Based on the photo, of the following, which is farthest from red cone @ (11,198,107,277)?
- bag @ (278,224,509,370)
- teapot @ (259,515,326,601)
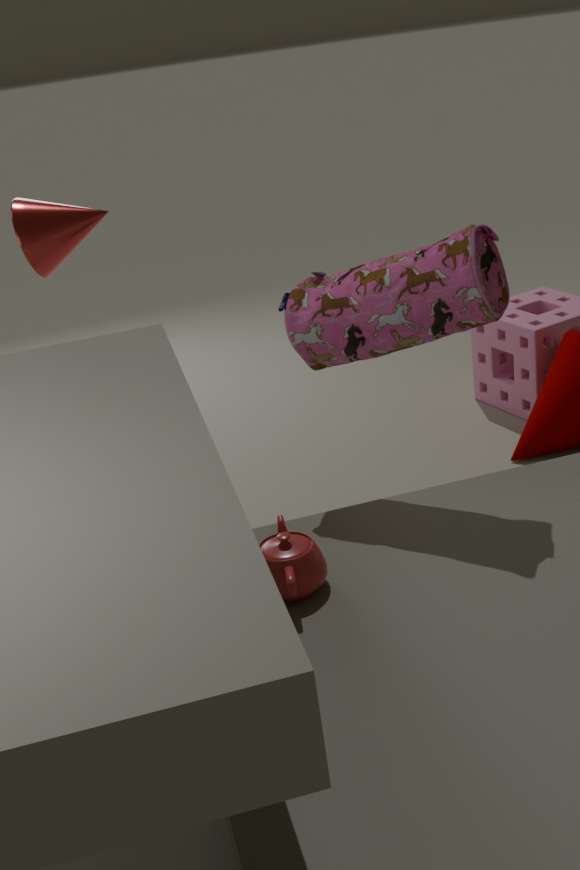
teapot @ (259,515,326,601)
